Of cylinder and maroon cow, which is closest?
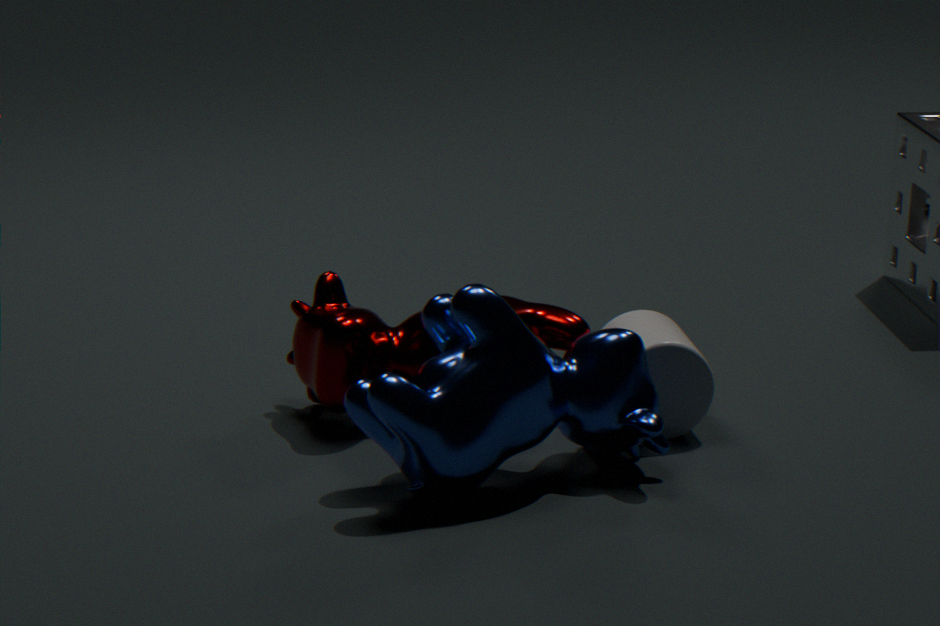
maroon cow
